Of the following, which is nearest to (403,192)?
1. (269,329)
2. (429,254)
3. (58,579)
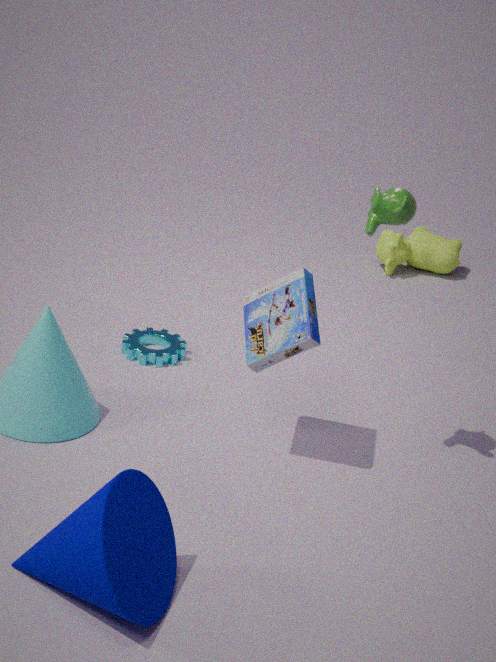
(269,329)
